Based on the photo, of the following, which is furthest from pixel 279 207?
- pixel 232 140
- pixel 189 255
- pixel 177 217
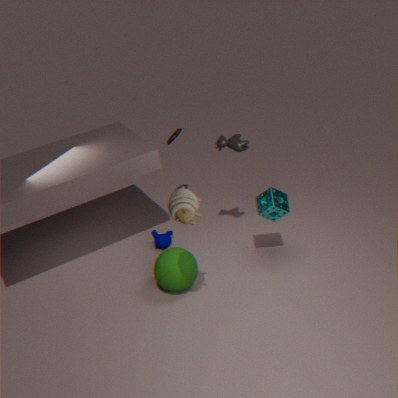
pixel 177 217
